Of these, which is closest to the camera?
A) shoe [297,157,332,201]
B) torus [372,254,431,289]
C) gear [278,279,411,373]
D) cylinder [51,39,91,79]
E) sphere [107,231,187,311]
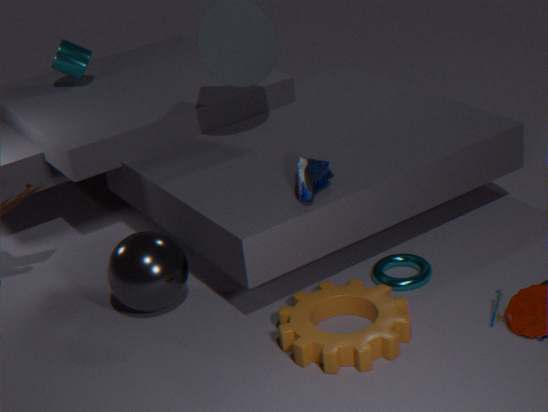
gear [278,279,411,373]
